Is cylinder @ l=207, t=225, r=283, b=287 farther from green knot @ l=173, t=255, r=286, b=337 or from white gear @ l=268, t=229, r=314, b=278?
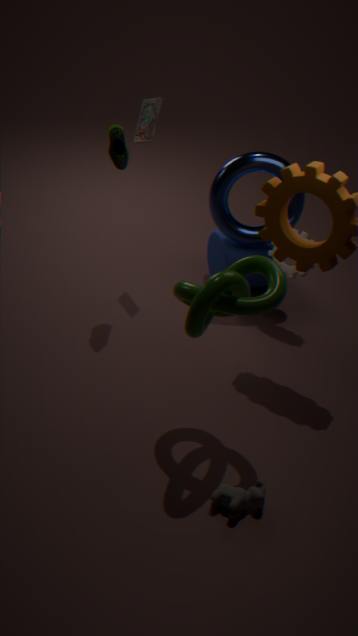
green knot @ l=173, t=255, r=286, b=337
